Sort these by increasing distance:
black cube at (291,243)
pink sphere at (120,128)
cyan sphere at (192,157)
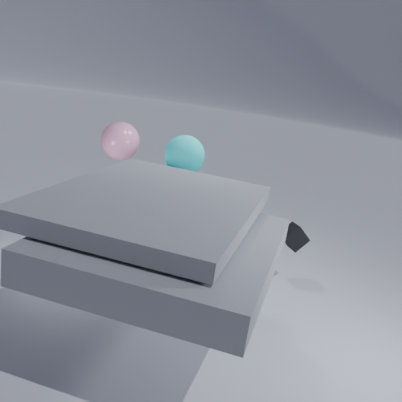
cyan sphere at (192,157)
black cube at (291,243)
pink sphere at (120,128)
